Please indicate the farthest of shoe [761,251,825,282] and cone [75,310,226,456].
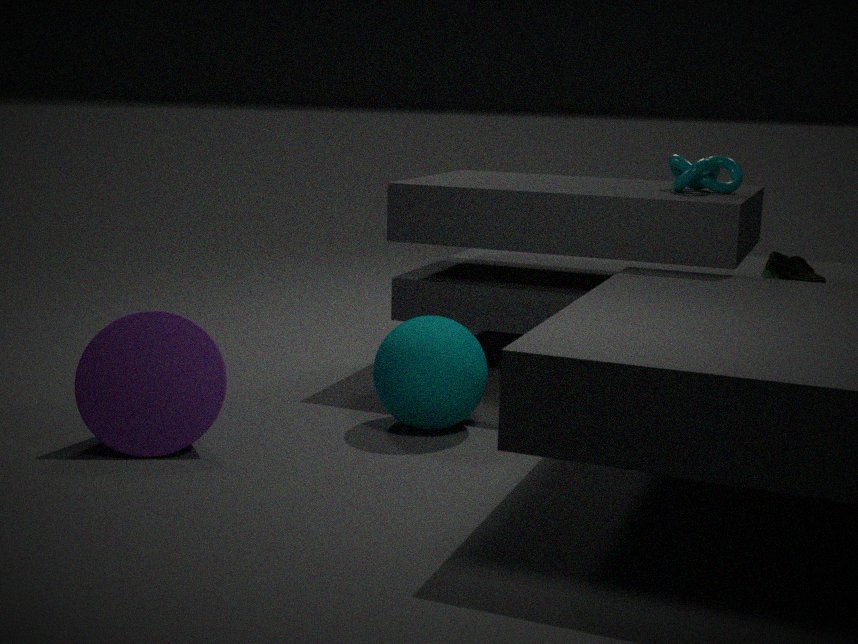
shoe [761,251,825,282]
